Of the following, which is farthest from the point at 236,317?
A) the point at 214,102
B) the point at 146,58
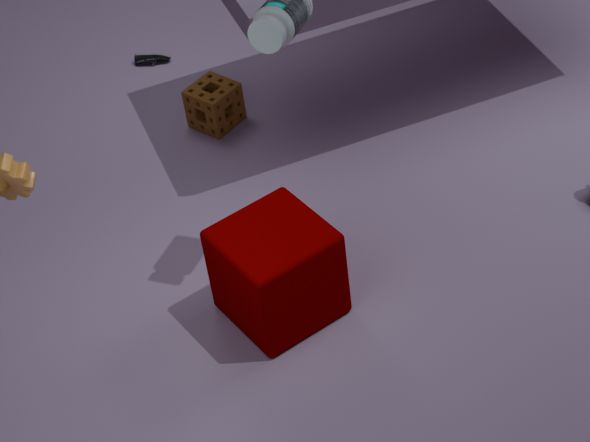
the point at 146,58
